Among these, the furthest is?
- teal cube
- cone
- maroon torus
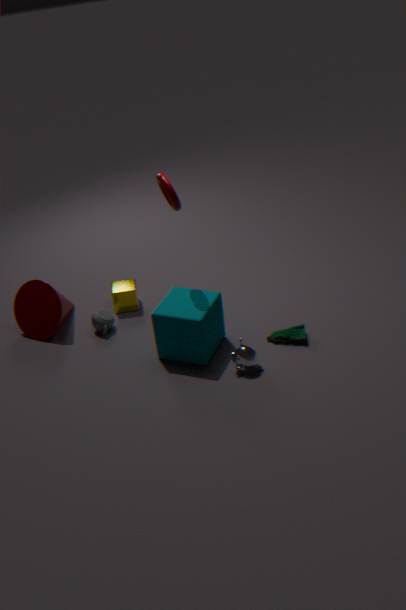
cone
